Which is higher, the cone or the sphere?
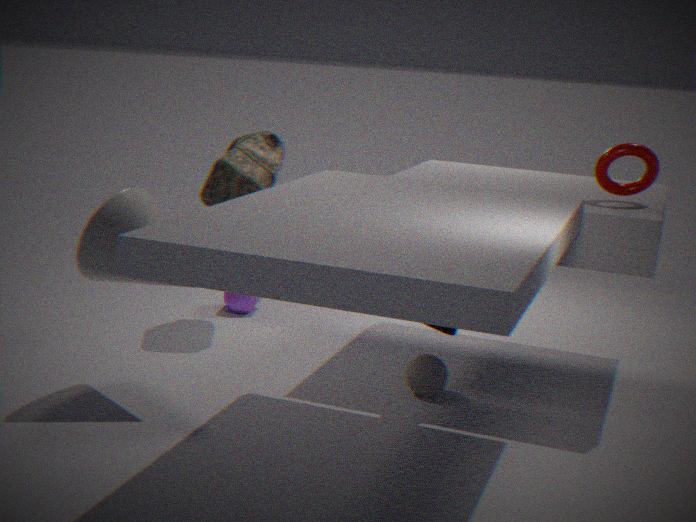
the cone
